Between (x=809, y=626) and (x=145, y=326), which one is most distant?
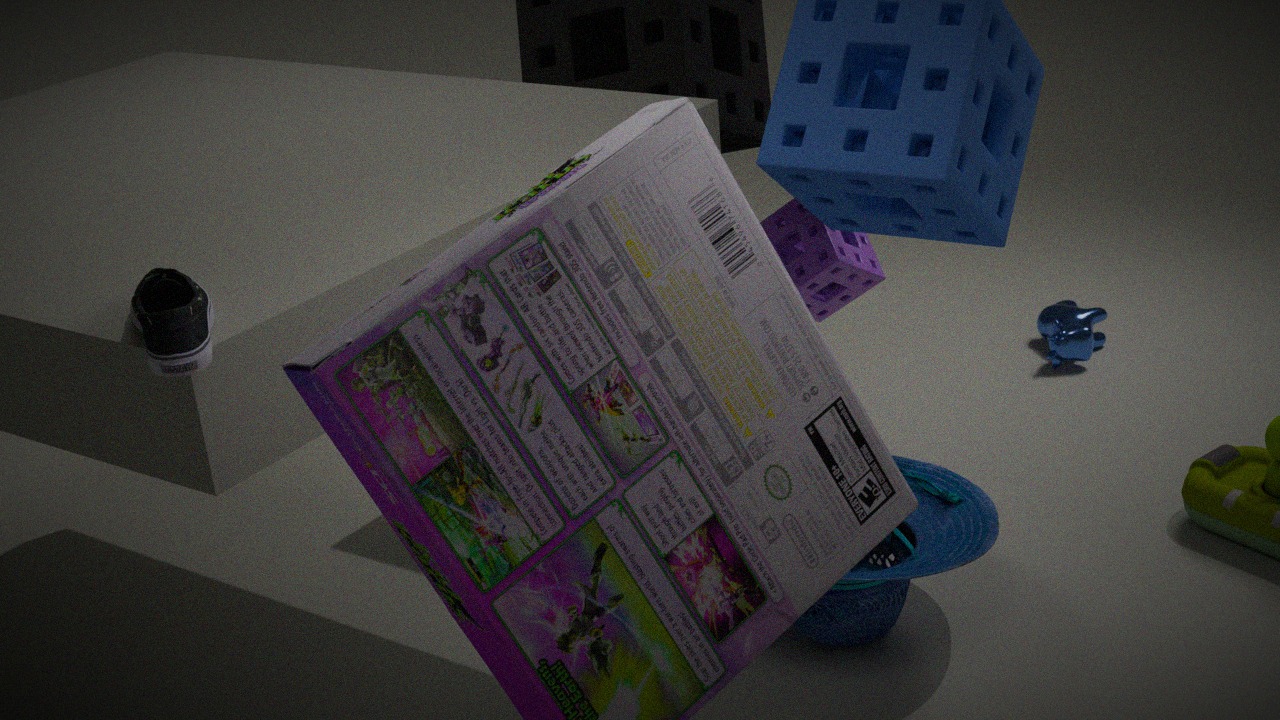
(x=809, y=626)
